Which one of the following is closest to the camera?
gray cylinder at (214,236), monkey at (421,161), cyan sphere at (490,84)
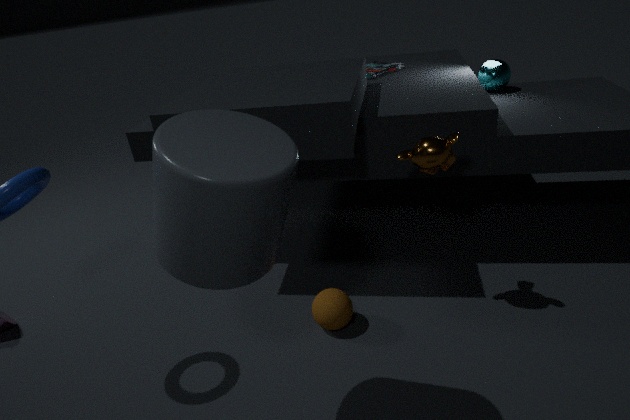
gray cylinder at (214,236)
